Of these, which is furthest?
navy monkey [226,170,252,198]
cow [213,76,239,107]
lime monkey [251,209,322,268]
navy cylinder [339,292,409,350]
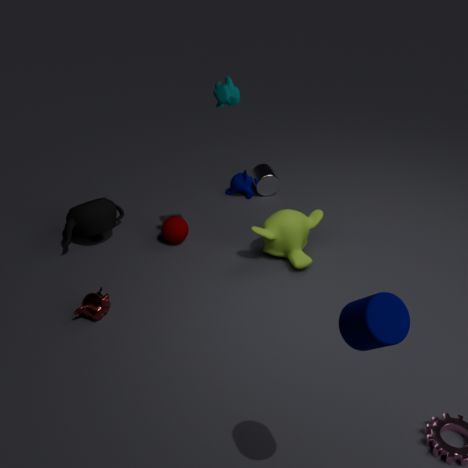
navy monkey [226,170,252,198]
